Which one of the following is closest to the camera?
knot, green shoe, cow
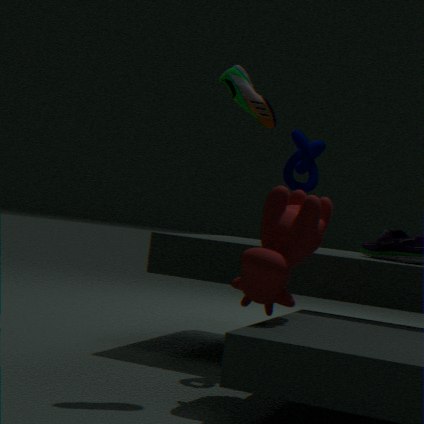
cow
